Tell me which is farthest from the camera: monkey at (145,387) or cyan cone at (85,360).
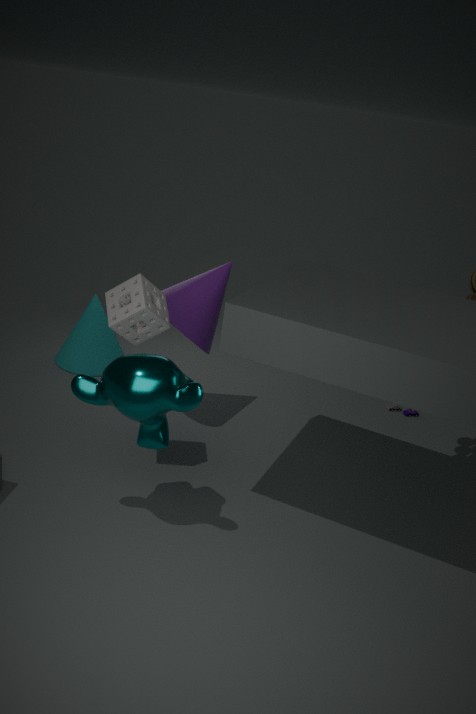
cyan cone at (85,360)
